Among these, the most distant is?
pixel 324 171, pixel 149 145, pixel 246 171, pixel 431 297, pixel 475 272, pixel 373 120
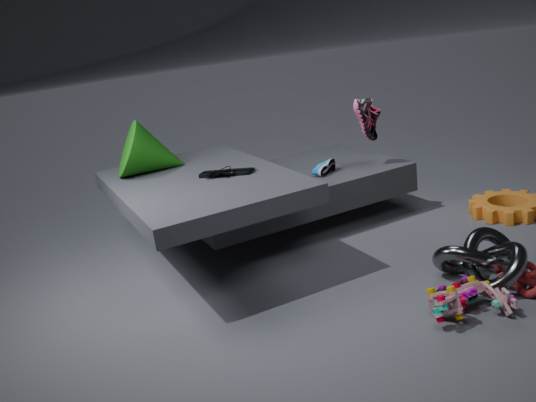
pixel 324 171
